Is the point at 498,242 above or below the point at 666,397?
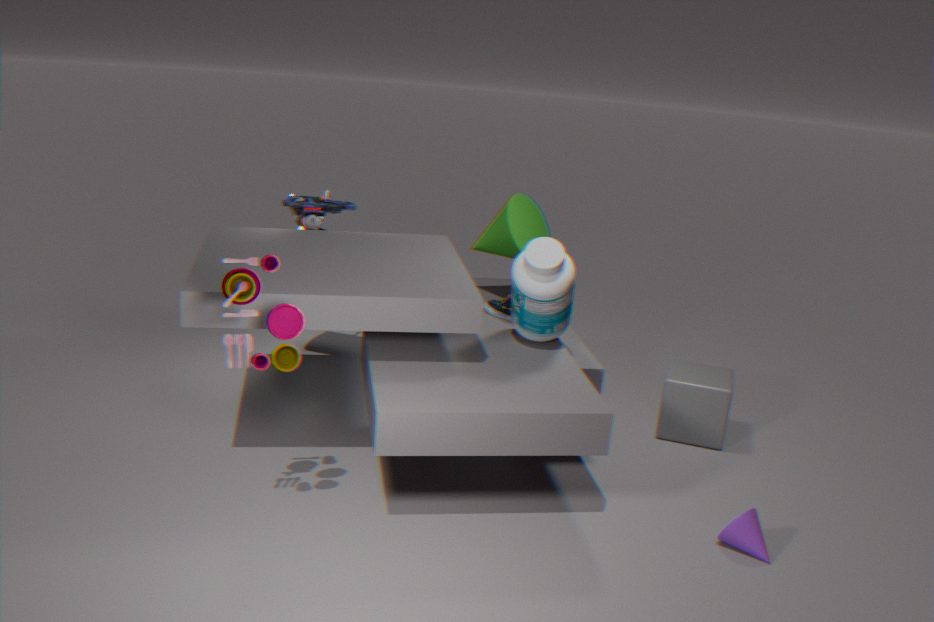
above
